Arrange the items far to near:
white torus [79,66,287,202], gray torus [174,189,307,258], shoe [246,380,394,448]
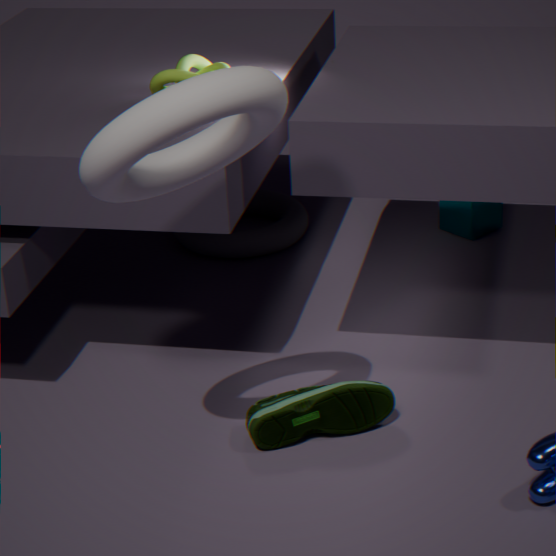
1. gray torus [174,189,307,258]
2. shoe [246,380,394,448]
3. white torus [79,66,287,202]
